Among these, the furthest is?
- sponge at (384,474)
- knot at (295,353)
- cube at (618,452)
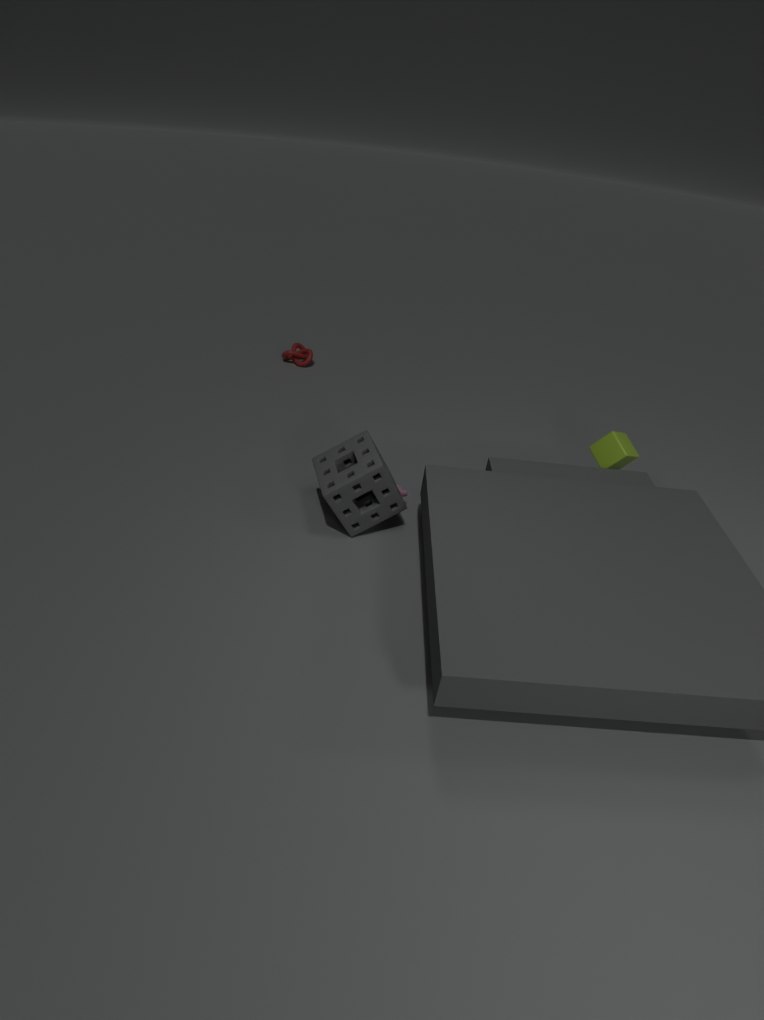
knot at (295,353)
